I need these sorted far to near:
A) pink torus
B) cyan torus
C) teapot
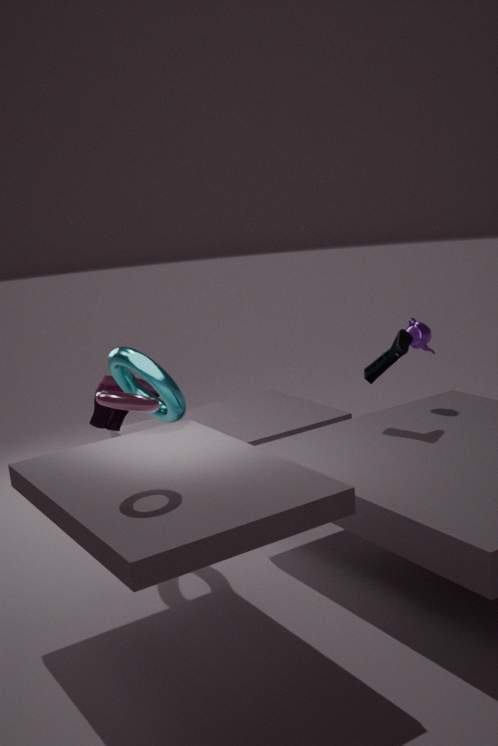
1. teapot
2. cyan torus
3. pink torus
